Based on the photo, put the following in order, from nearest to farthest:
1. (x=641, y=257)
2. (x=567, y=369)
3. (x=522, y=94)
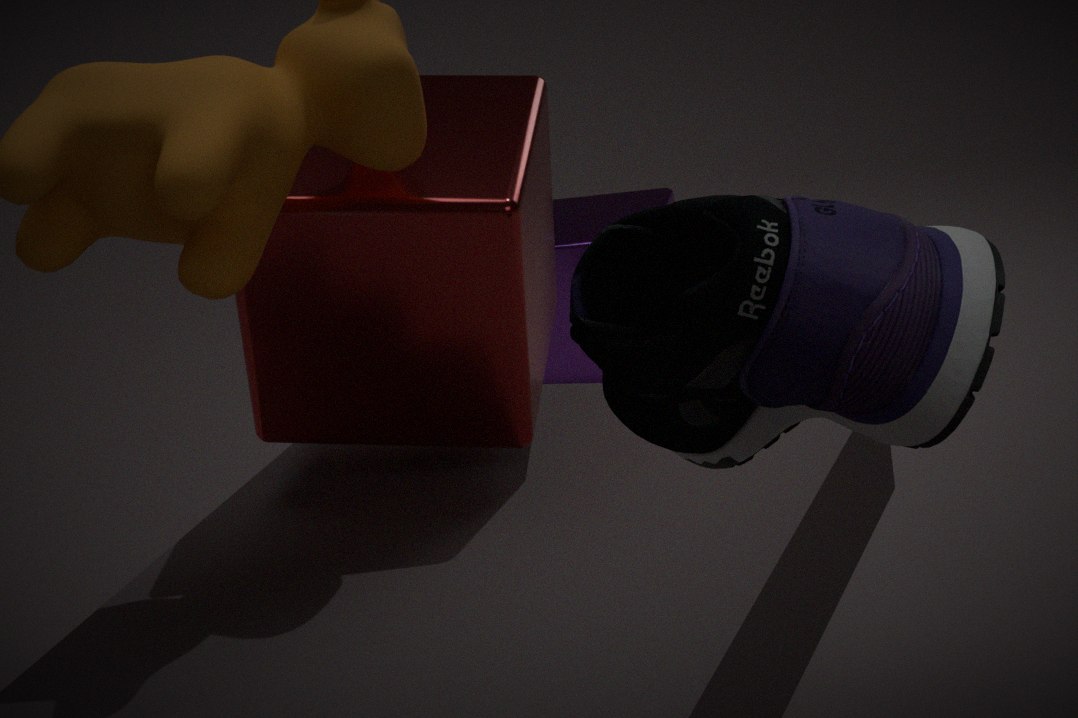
(x=641, y=257) → (x=522, y=94) → (x=567, y=369)
